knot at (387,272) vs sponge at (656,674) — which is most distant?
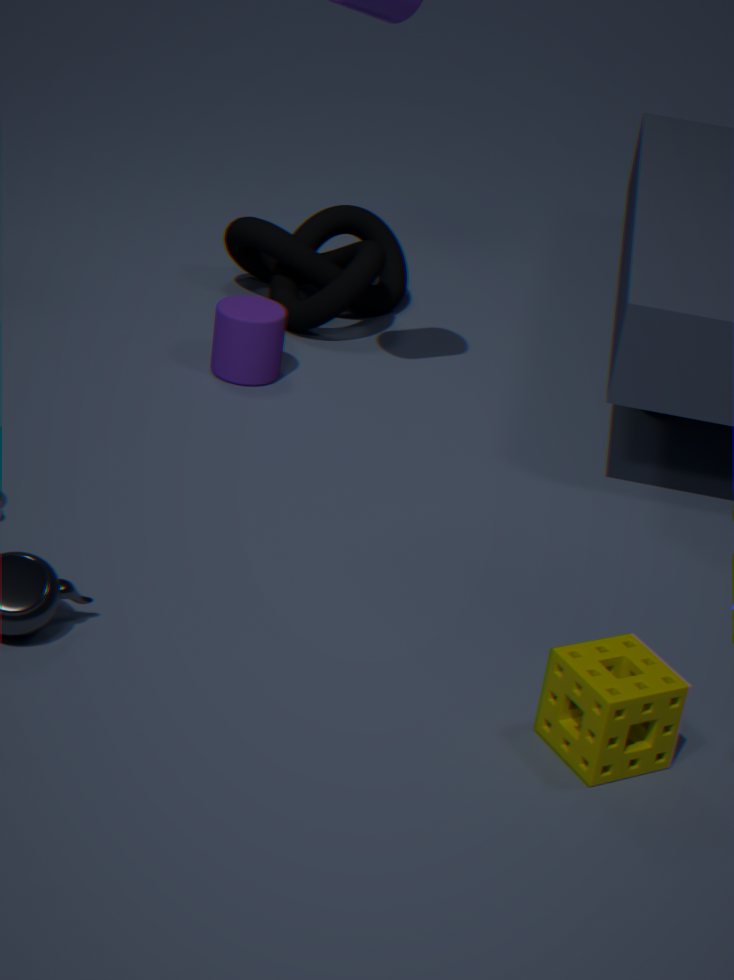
knot at (387,272)
